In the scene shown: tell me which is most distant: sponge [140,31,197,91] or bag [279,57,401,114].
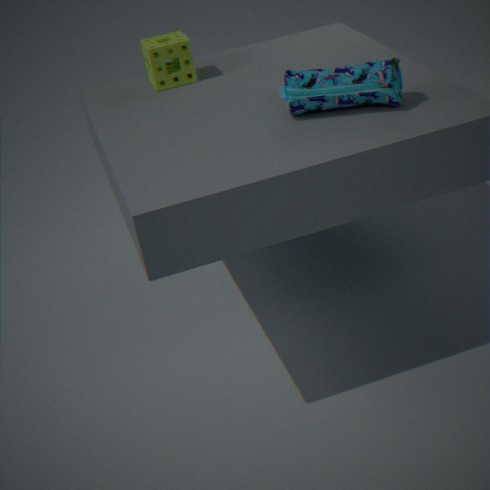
sponge [140,31,197,91]
